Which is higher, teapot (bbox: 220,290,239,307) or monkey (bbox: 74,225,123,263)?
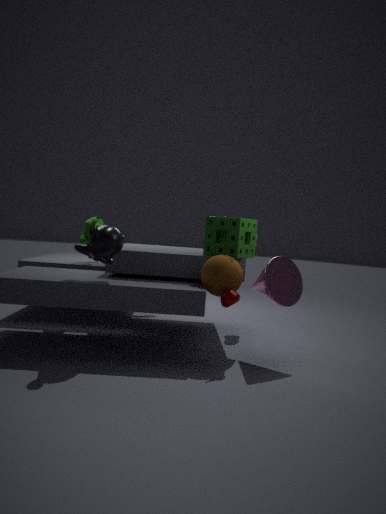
monkey (bbox: 74,225,123,263)
